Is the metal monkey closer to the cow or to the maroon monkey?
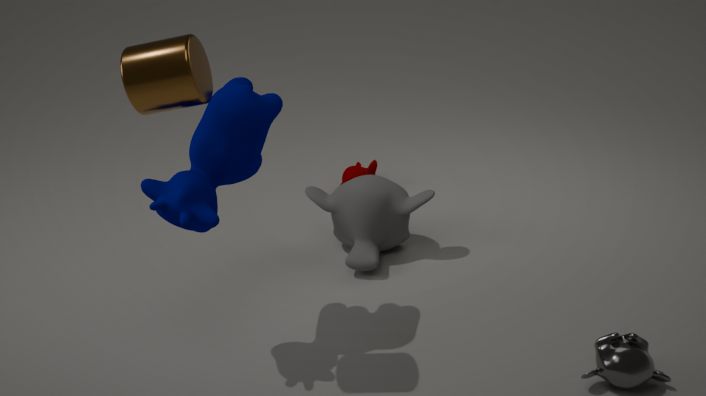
the cow
